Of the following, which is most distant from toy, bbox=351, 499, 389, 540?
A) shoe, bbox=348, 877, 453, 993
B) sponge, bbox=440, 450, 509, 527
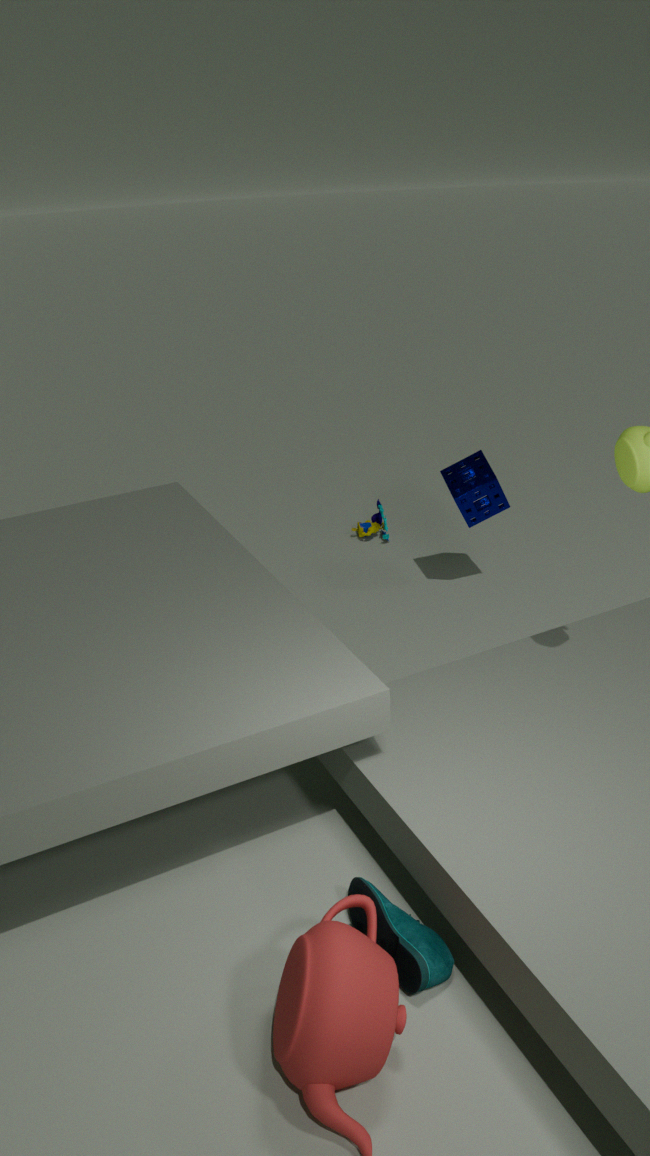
shoe, bbox=348, 877, 453, 993
